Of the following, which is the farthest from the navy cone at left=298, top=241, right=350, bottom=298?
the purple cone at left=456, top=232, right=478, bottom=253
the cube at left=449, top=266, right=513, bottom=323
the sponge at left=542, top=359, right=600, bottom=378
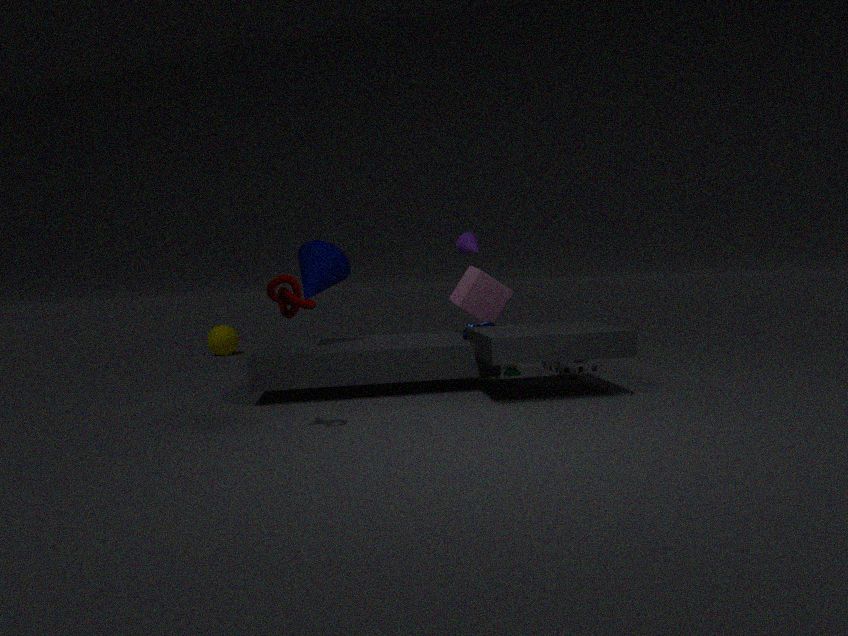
the sponge at left=542, top=359, right=600, bottom=378
